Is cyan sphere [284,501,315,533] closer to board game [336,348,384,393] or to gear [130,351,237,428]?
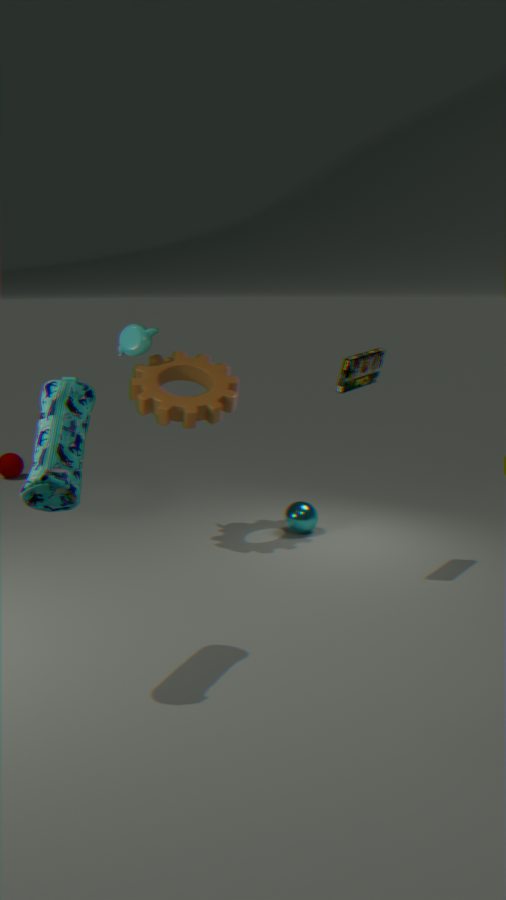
gear [130,351,237,428]
